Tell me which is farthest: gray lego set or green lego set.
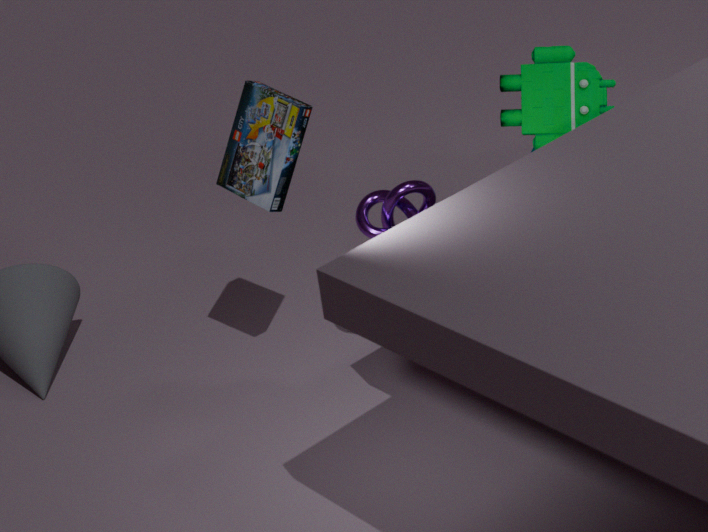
gray lego set
